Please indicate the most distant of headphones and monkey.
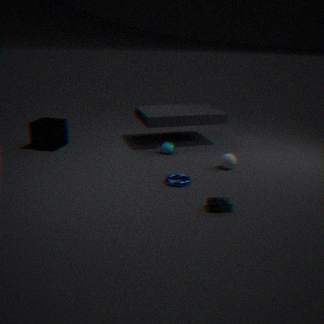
monkey
